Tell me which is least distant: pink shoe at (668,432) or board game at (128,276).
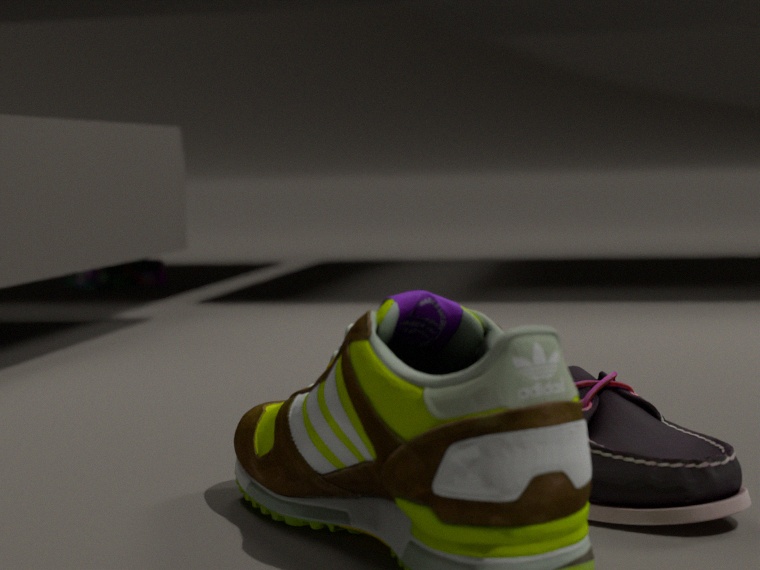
pink shoe at (668,432)
